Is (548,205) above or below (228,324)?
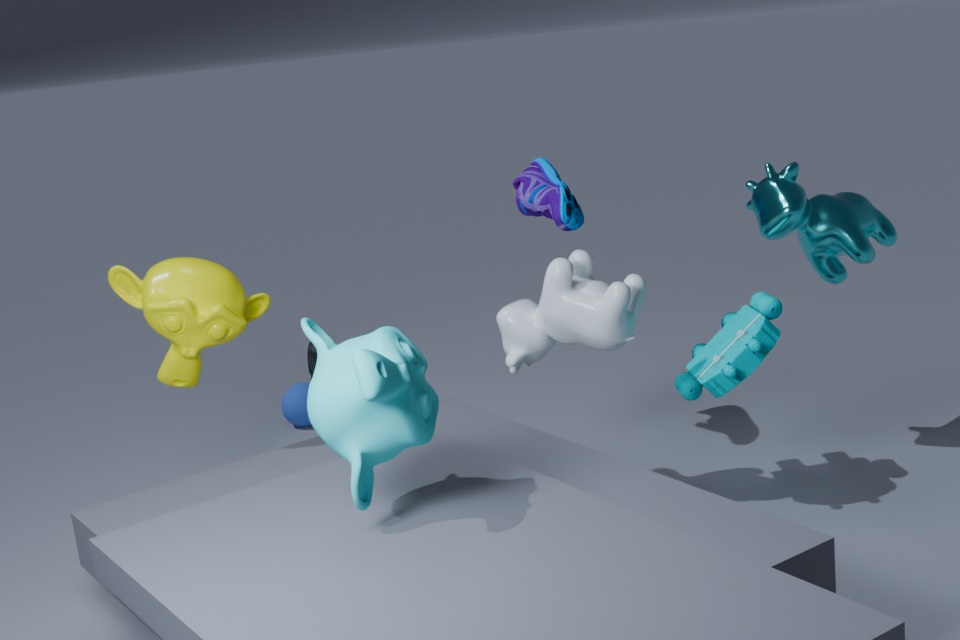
above
